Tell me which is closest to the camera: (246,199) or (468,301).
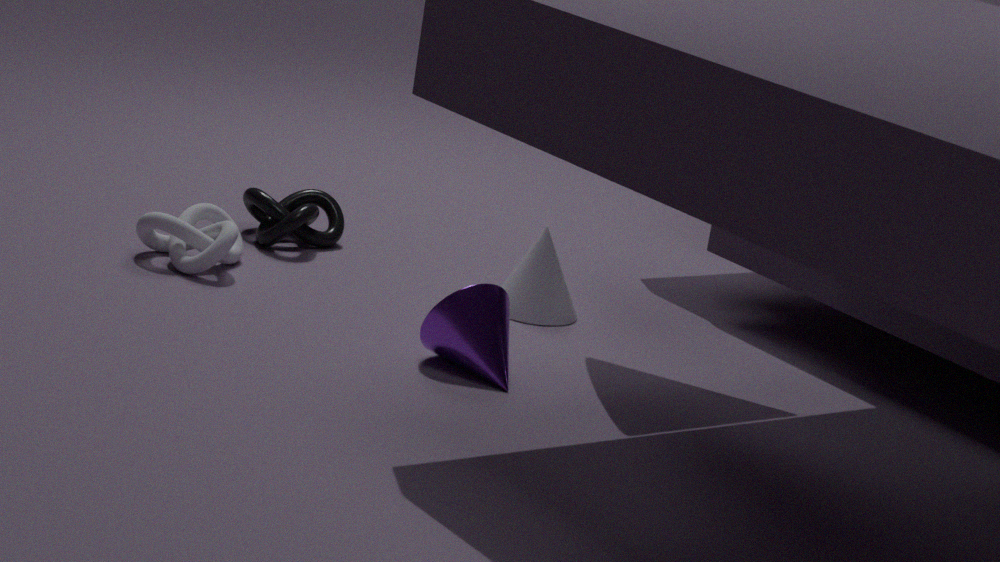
(468,301)
